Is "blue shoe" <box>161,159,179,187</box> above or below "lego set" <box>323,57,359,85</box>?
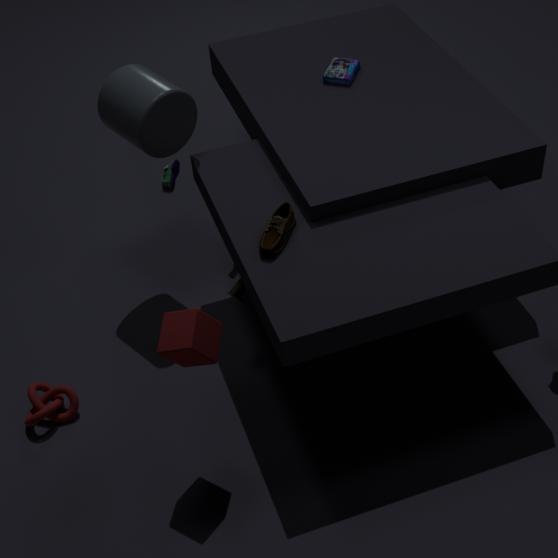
below
